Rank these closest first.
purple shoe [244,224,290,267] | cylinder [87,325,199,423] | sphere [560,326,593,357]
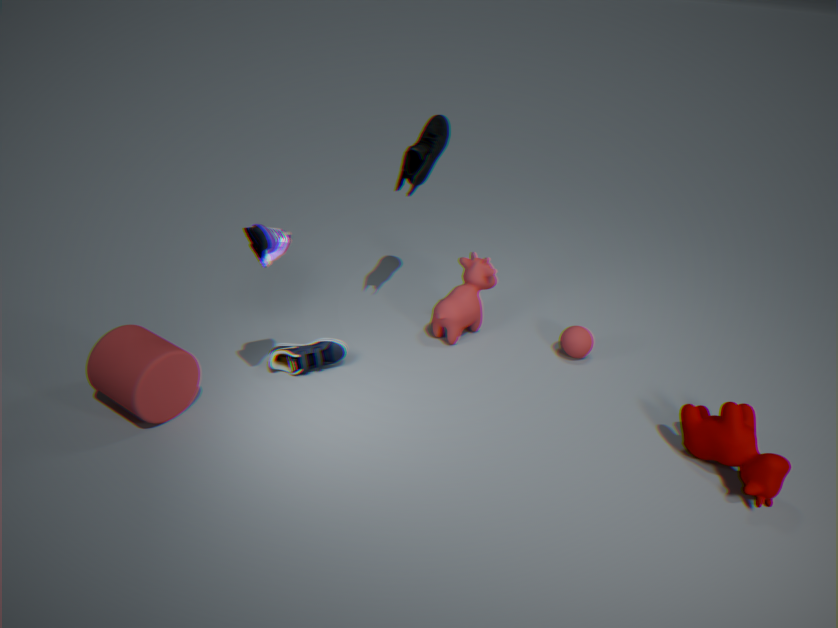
purple shoe [244,224,290,267]
cylinder [87,325,199,423]
sphere [560,326,593,357]
